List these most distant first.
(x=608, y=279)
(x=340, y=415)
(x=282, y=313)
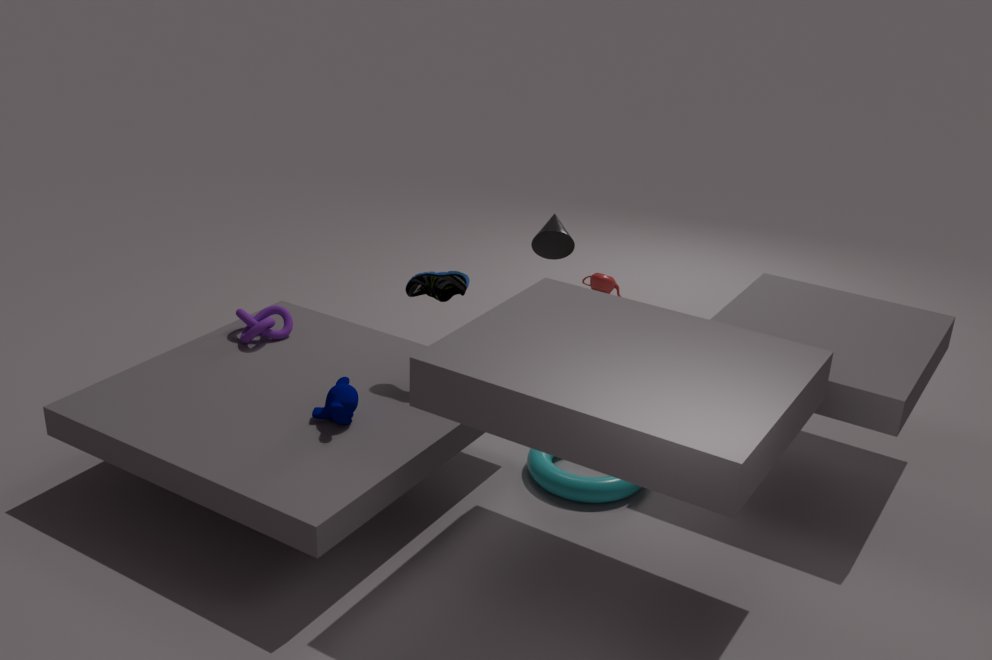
(x=608, y=279), (x=282, y=313), (x=340, y=415)
